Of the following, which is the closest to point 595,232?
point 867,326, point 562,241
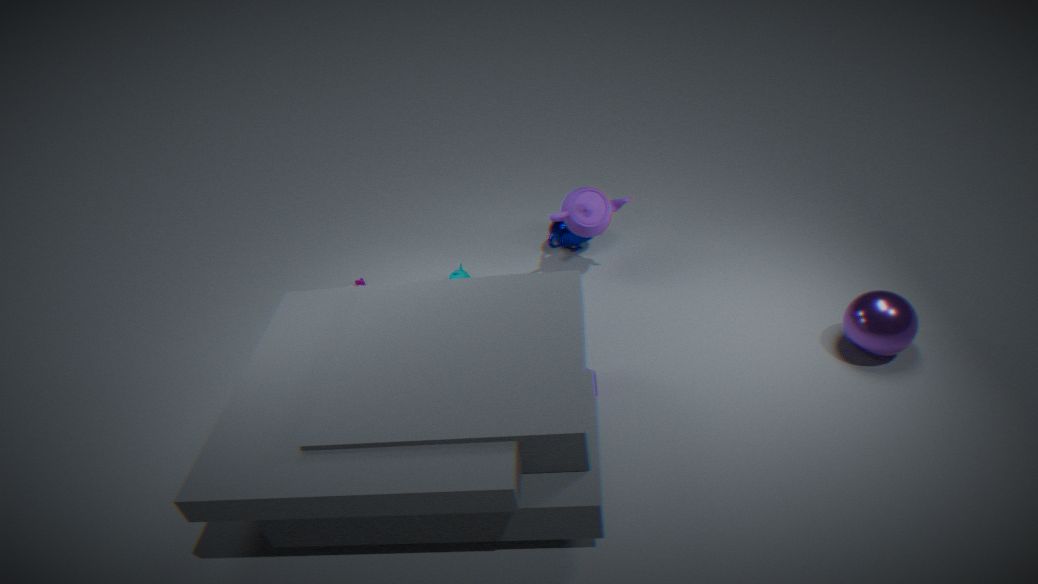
point 562,241
